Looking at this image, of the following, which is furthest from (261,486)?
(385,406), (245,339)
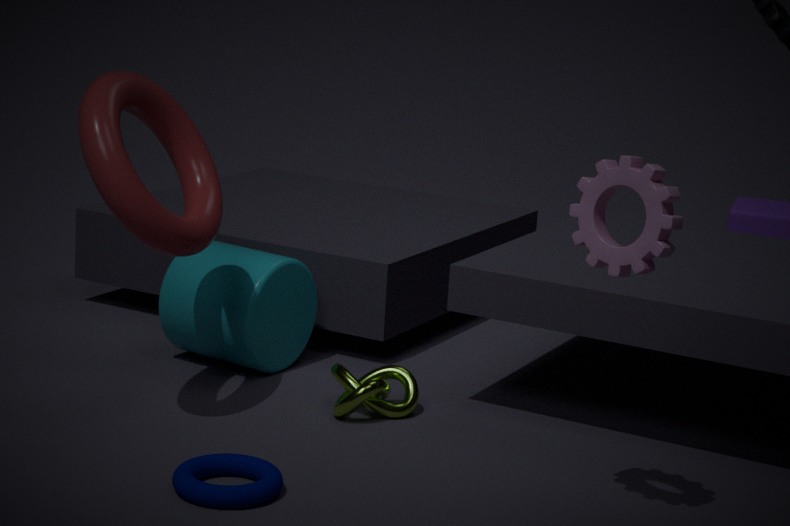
(245,339)
